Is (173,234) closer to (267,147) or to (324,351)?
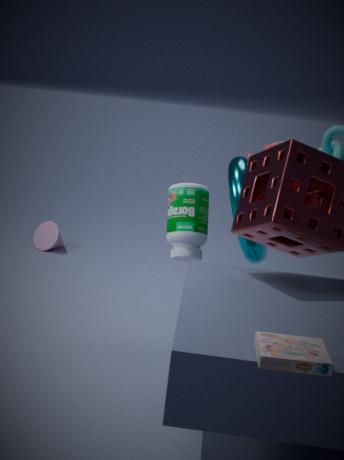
(267,147)
